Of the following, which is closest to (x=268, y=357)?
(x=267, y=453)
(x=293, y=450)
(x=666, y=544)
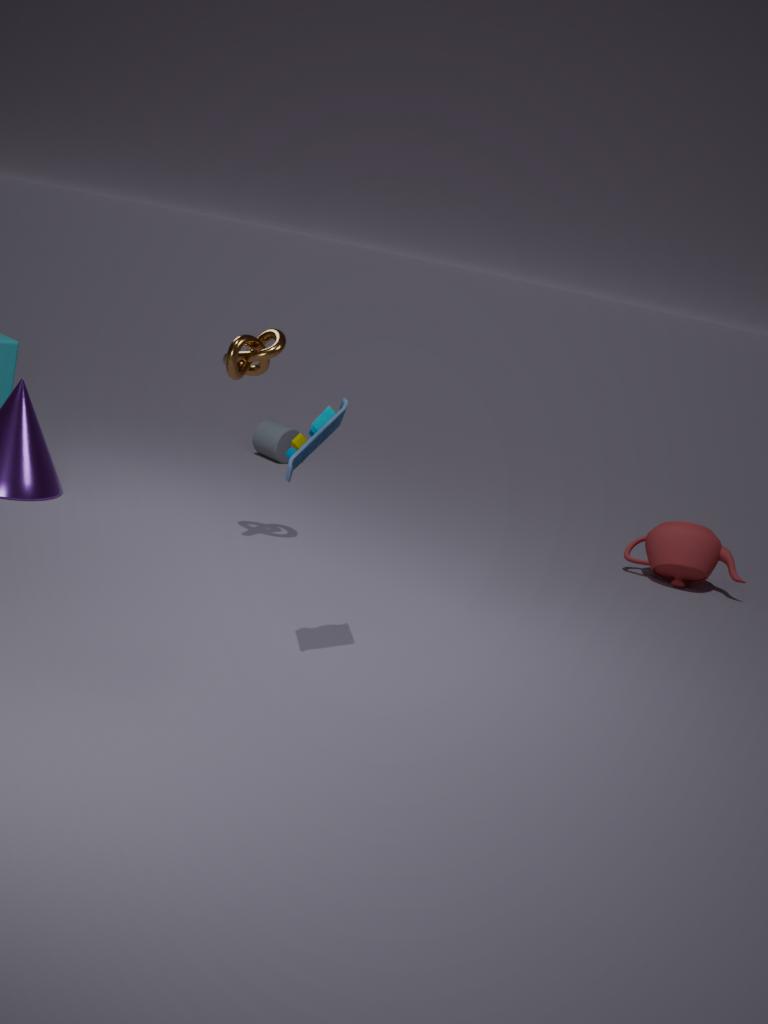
(x=293, y=450)
